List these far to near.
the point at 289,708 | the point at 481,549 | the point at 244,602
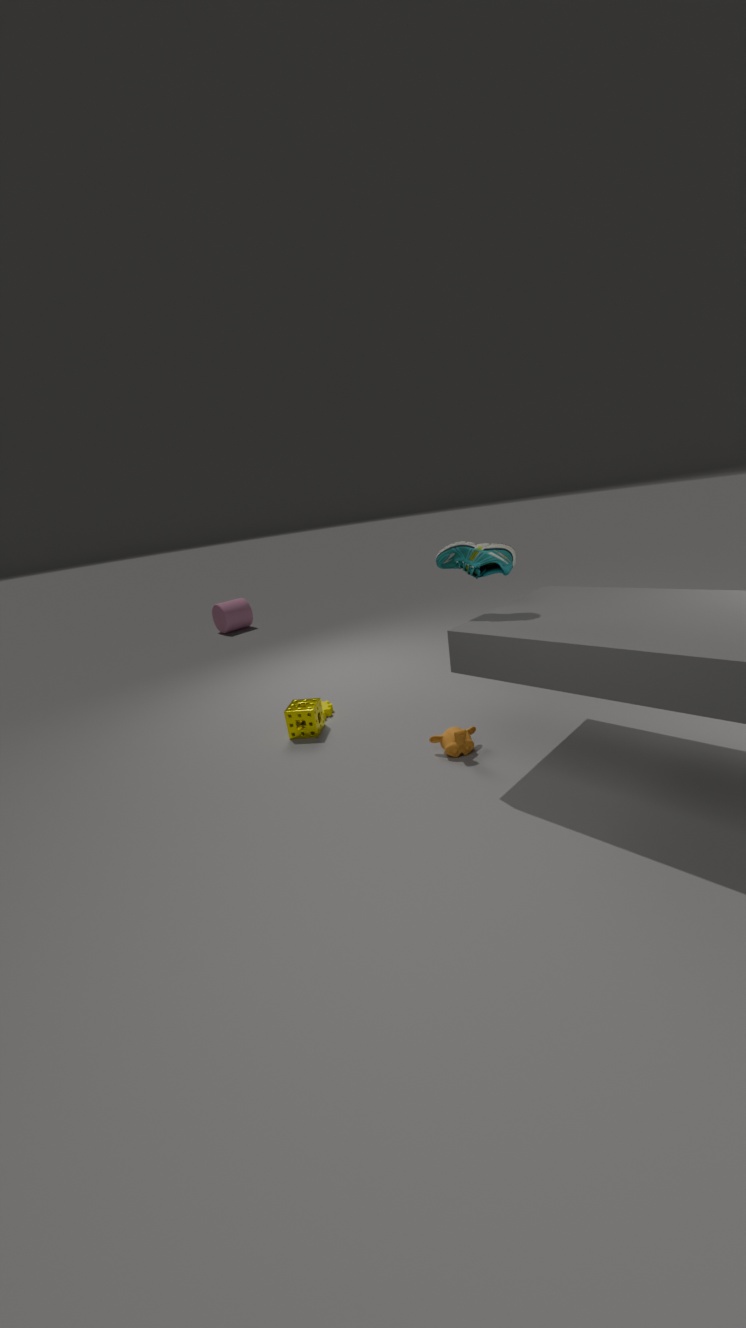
the point at 244,602, the point at 289,708, the point at 481,549
